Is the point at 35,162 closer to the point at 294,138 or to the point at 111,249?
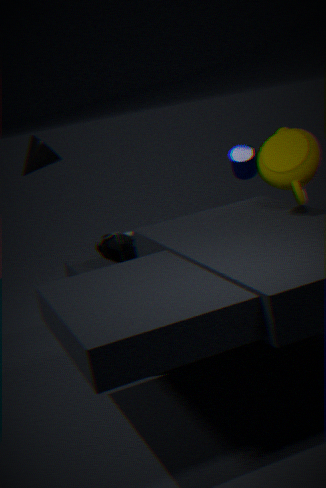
the point at 111,249
